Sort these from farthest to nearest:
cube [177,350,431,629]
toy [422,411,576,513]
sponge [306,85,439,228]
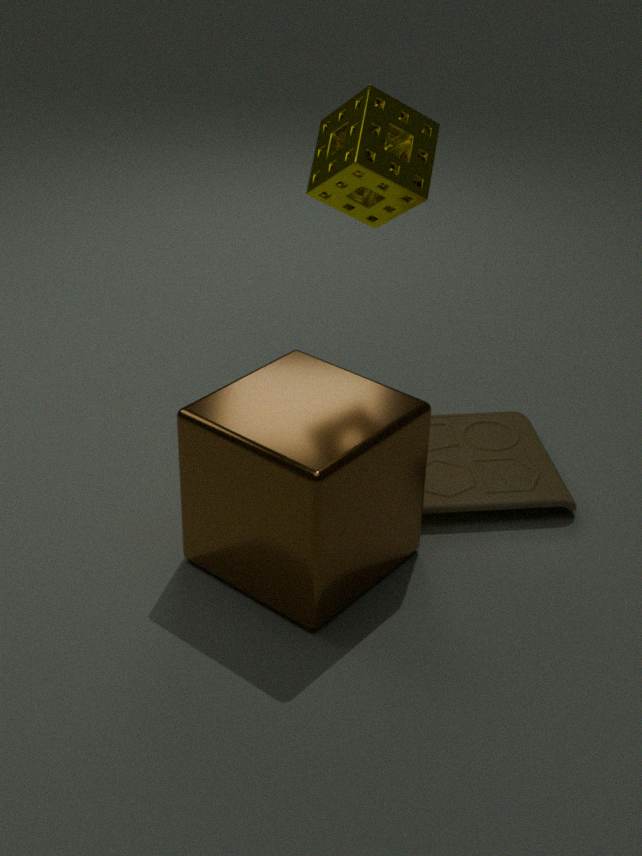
toy [422,411,576,513], sponge [306,85,439,228], cube [177,350,431,629]
